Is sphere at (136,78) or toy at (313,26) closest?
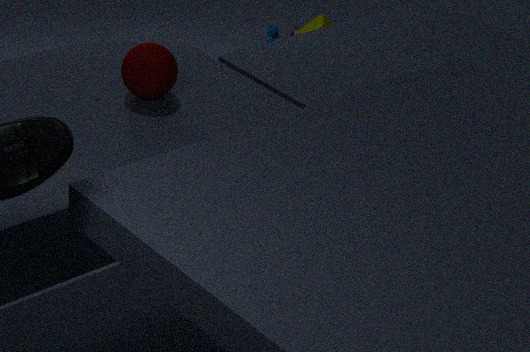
sphere at (136,78)
